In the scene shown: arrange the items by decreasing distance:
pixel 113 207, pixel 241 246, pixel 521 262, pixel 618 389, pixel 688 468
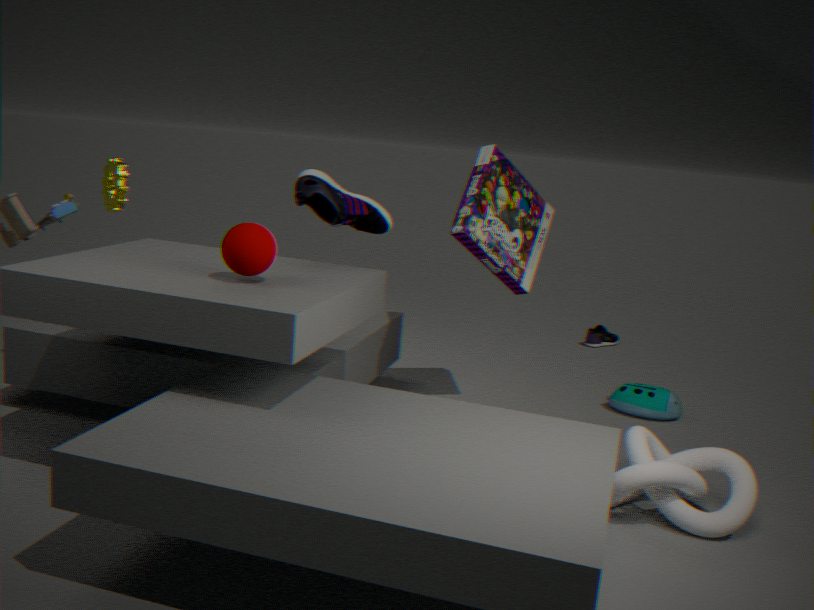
pixel 113 207 → pixel 618 389 → pixel 521 262 → pixel 688 468 → pixel 241 246
